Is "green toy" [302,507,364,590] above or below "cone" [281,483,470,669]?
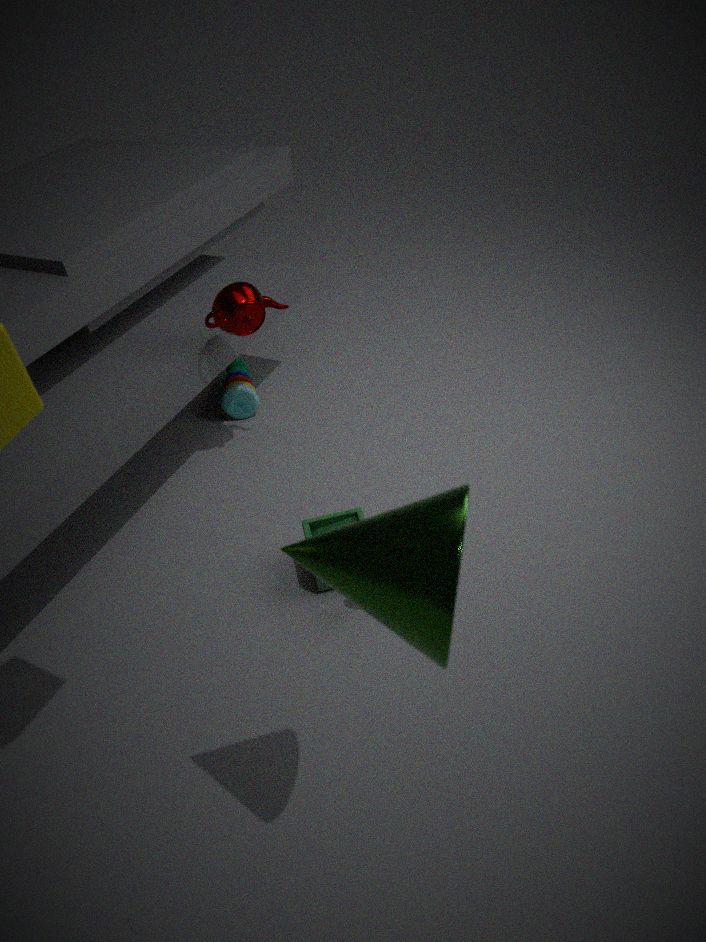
below
